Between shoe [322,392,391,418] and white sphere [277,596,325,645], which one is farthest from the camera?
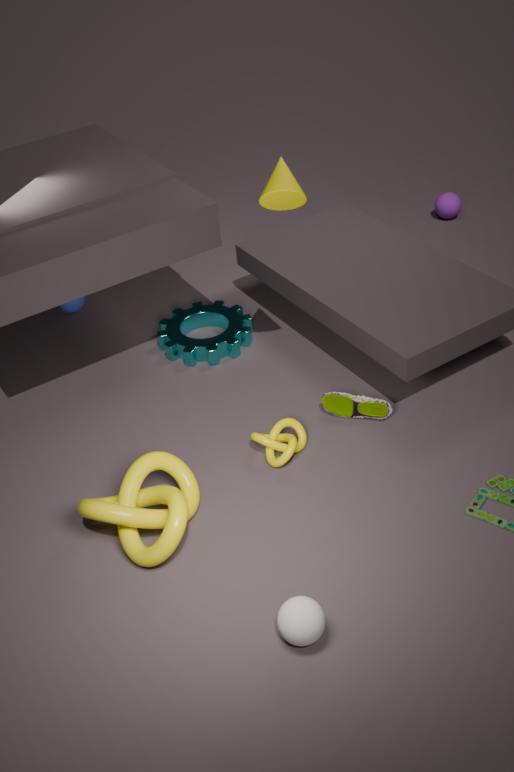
shoe [322,392,391,418]
